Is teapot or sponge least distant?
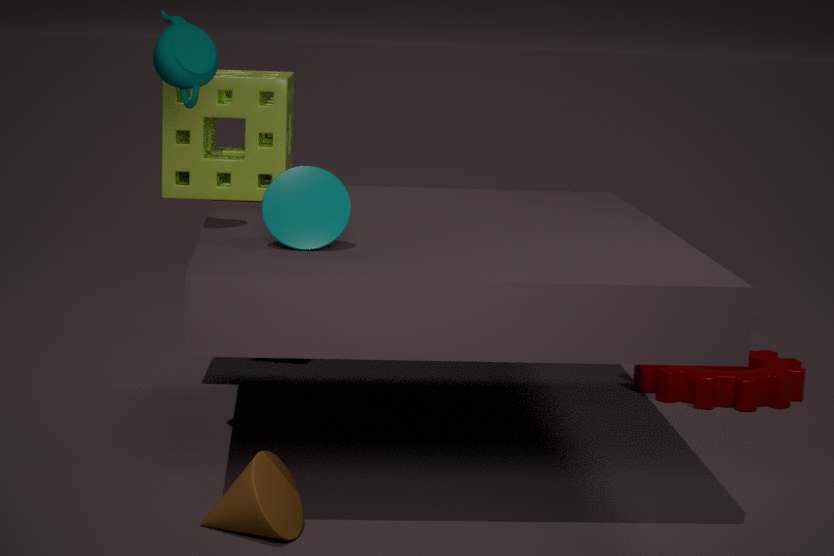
teapot
